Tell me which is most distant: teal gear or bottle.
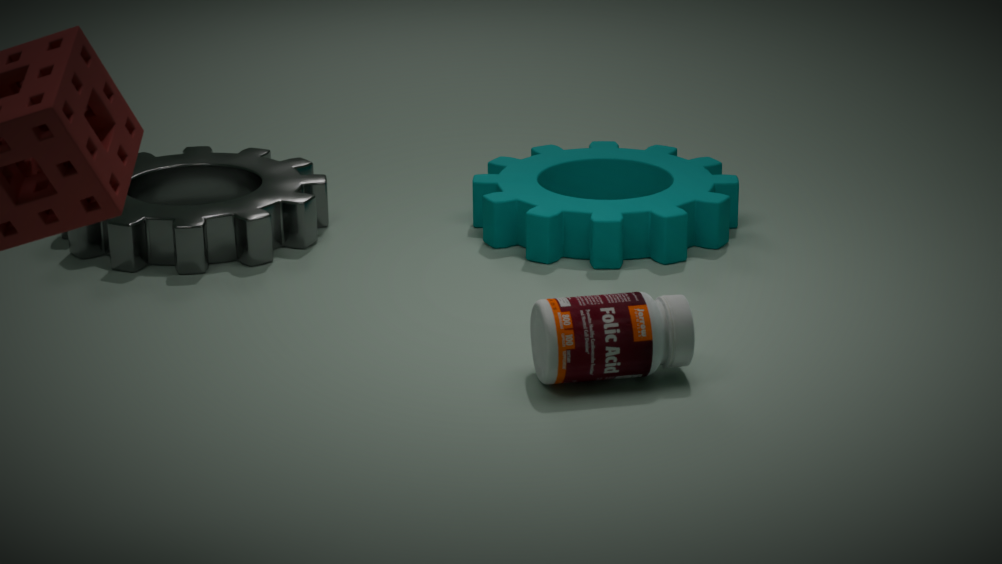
teal gear
